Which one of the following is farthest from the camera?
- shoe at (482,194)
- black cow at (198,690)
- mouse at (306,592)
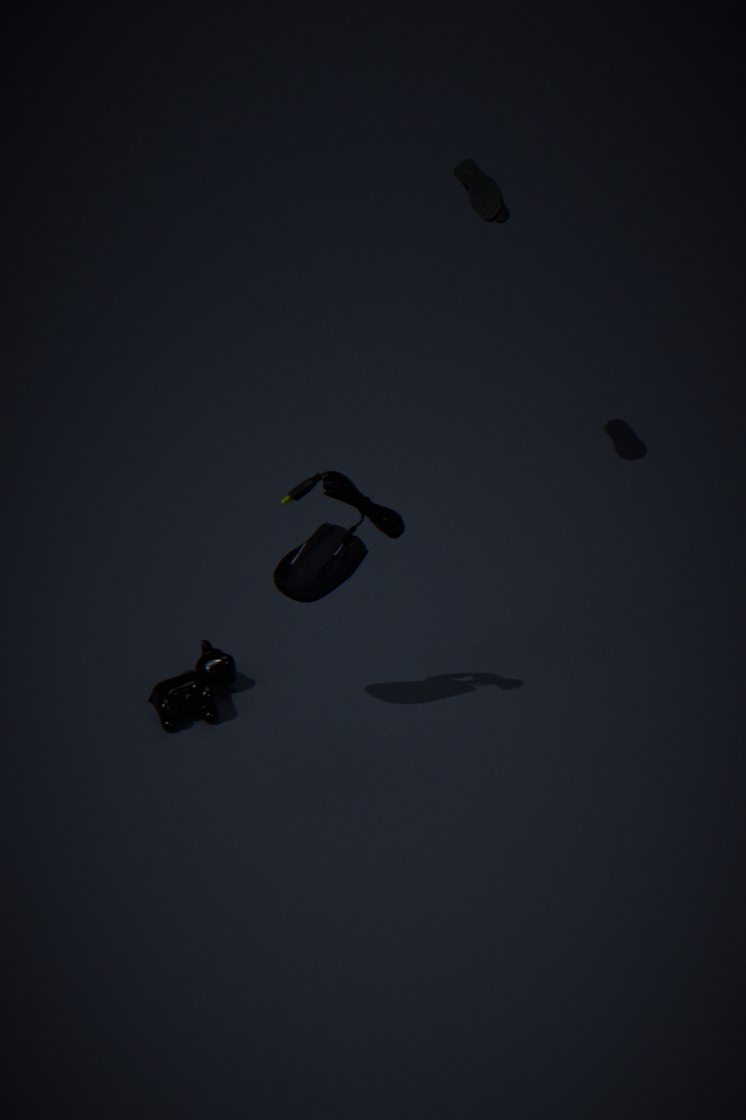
shoe at (482,194)
